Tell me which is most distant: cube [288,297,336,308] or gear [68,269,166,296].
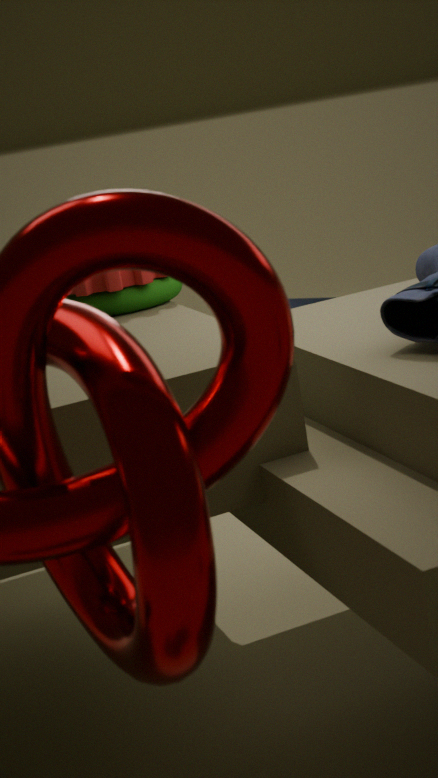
cube [288,297,336,308]
